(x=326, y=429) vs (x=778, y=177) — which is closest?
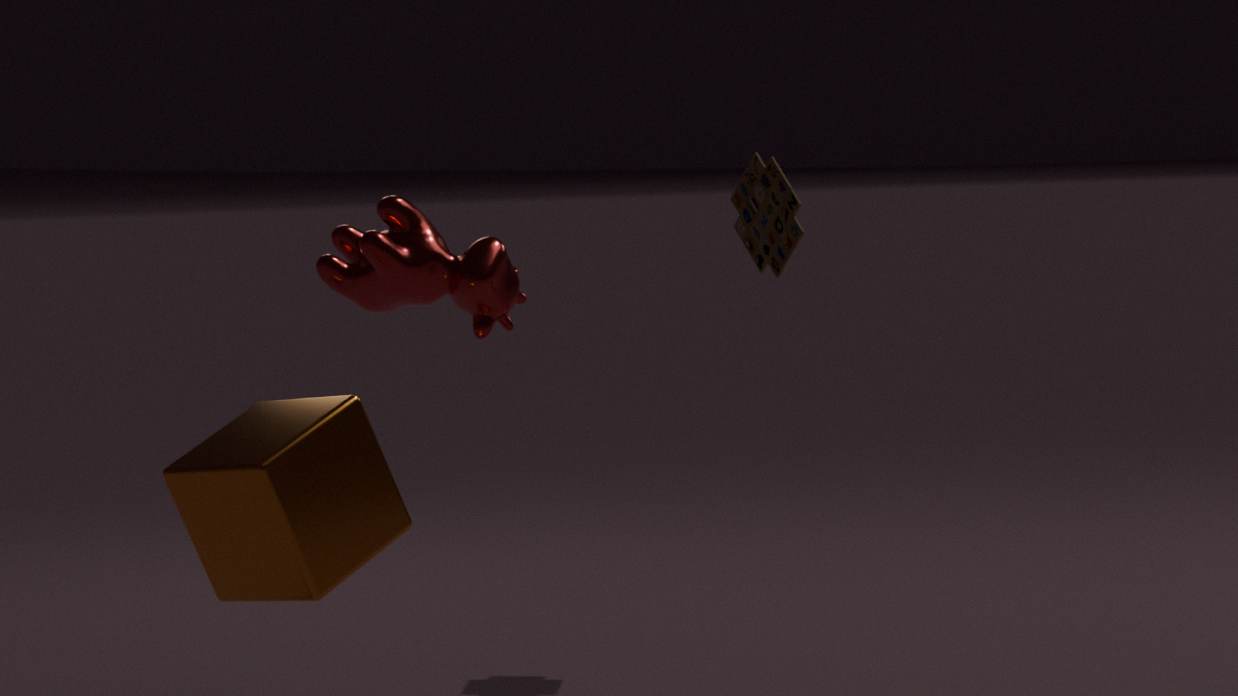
(x=326, y=429)
